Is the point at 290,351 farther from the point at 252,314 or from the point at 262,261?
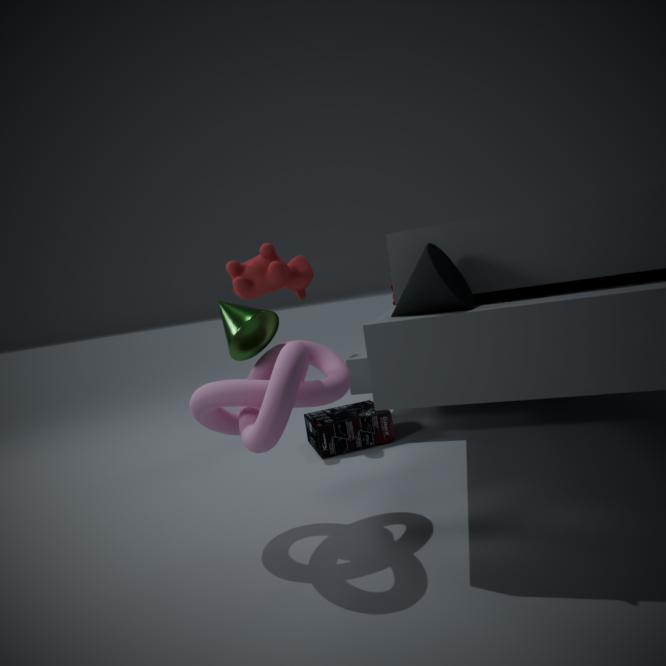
the point at 262,261
